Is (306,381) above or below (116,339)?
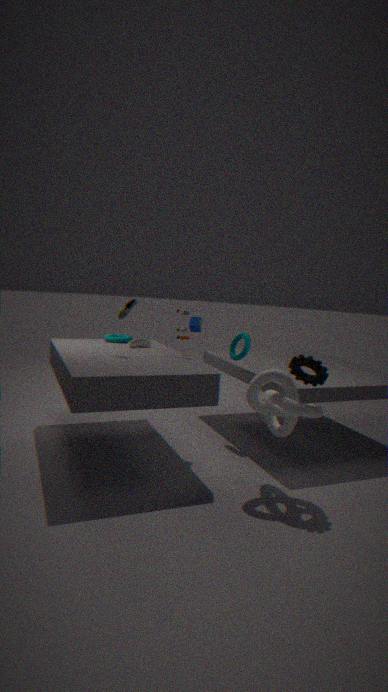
above
